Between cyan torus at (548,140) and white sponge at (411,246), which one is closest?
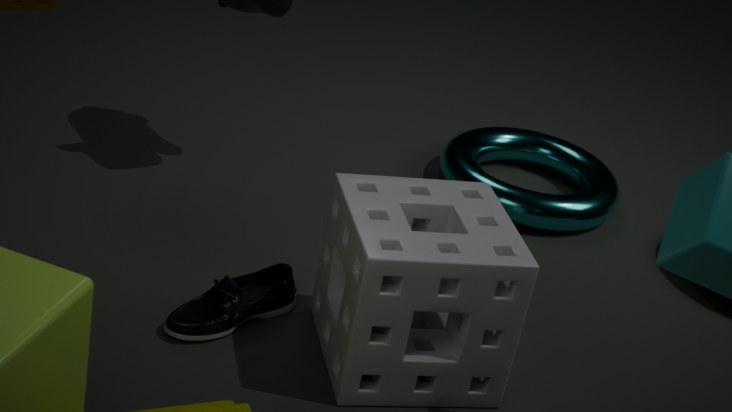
white sponge at (411,246)
